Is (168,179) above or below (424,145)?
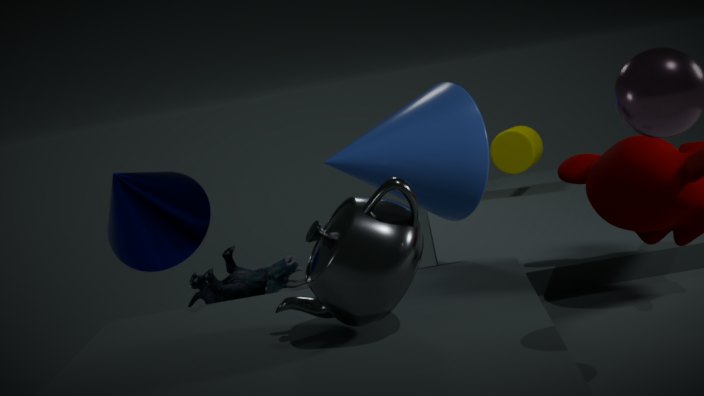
below
